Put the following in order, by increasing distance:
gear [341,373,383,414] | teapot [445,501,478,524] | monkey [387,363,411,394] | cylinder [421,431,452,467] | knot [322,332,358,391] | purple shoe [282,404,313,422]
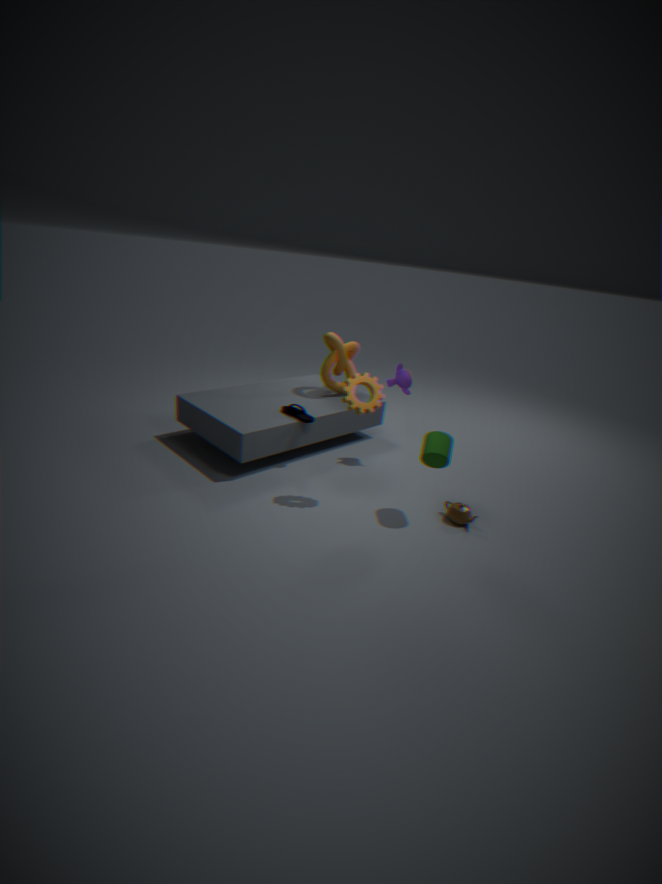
cylinder [421,431,452,467], gear [341,373,383,414], teapot [445,501,478,524], purple shoe [282,404,313,422], monkey [387,363,411,394], knot [322,332,358,391]
